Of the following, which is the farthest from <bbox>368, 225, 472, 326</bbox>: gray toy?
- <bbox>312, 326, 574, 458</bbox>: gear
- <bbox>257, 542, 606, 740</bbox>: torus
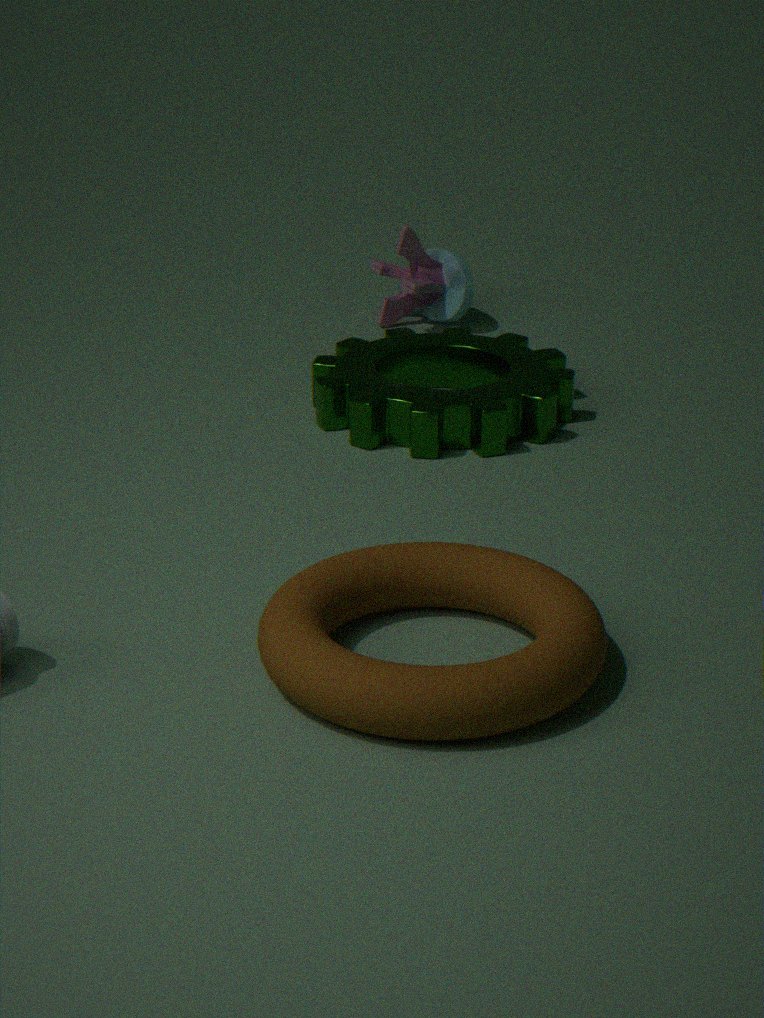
<bbox>257, 542, 606, 740</bbox>: torus
